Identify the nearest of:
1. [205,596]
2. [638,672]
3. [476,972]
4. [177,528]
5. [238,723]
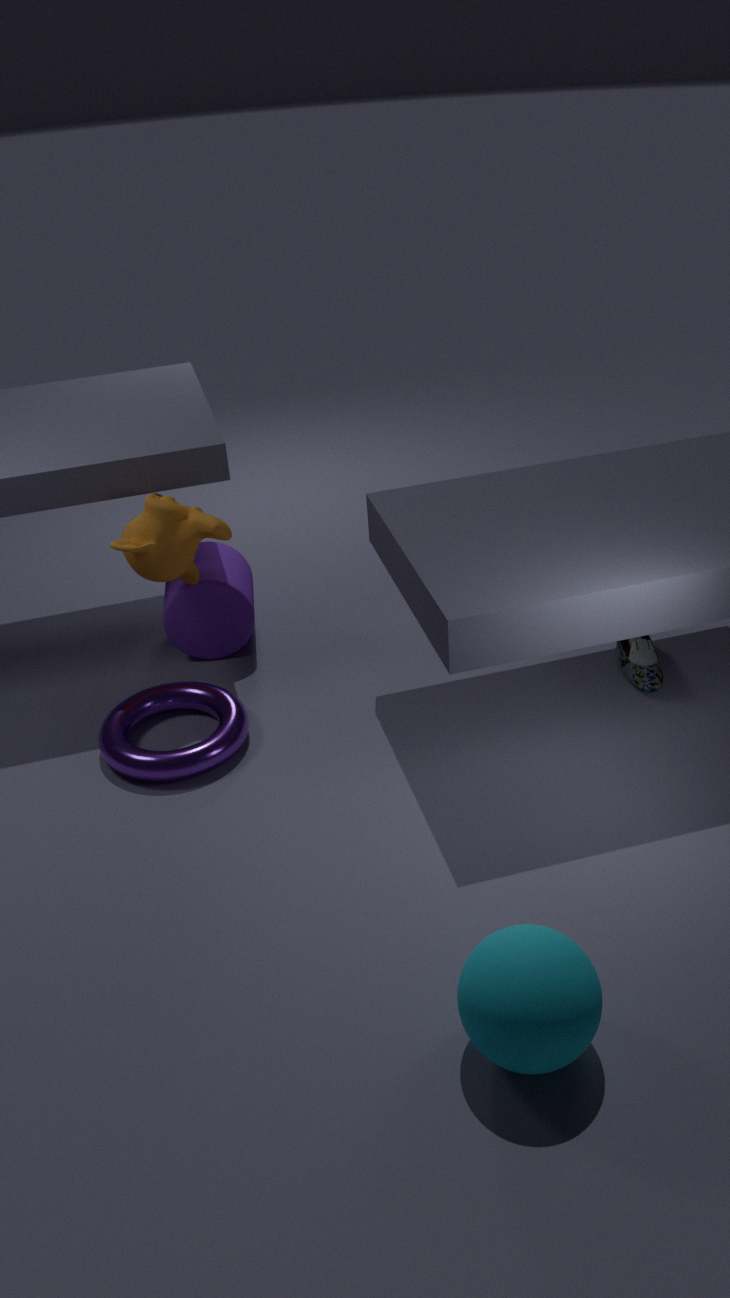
[476,972]
